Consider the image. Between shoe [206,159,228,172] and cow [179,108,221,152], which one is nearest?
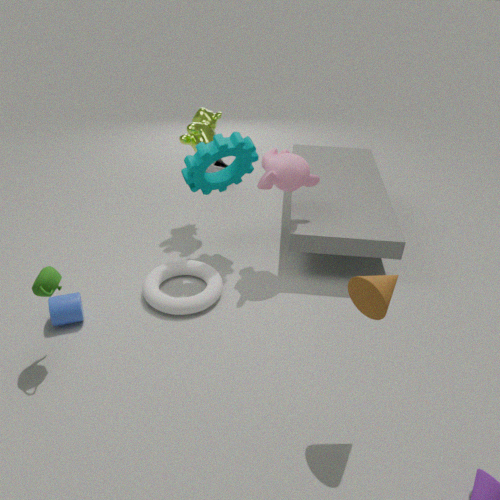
cow [179,108,221,152]
